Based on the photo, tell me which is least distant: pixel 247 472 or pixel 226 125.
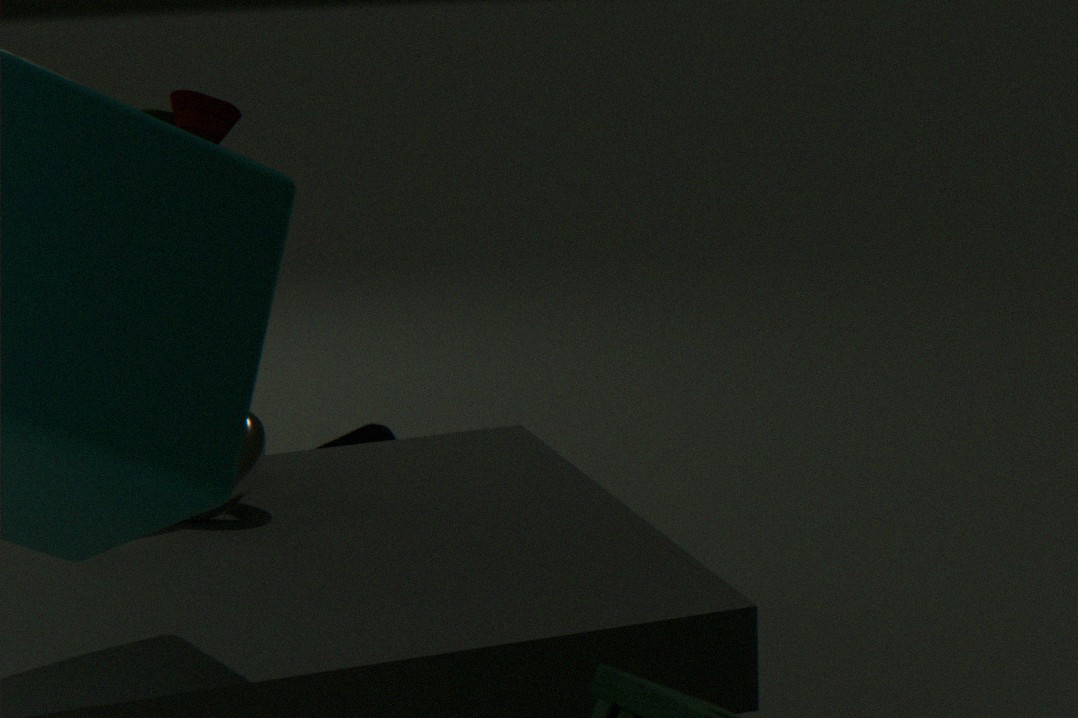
pixel 247 472
